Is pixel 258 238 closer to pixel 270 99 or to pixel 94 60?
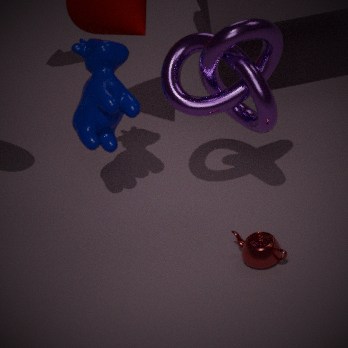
pixel 270 99
